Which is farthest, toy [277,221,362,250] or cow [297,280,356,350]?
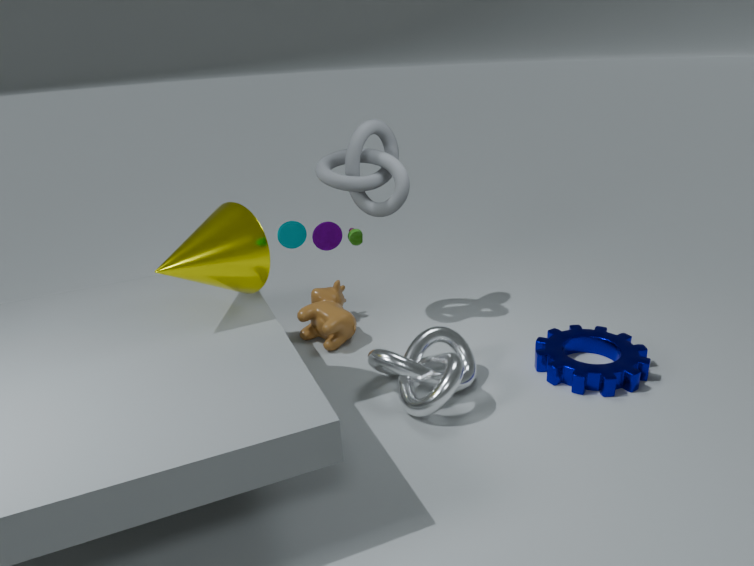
cow [297,280,356,350]
